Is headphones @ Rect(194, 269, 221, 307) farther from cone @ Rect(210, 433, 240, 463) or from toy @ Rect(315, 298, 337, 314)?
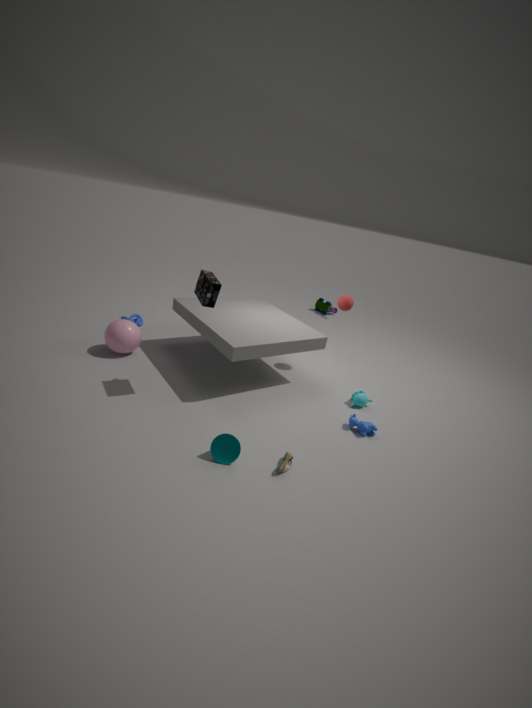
toy @ Rect(315, 298, 337, 314)
